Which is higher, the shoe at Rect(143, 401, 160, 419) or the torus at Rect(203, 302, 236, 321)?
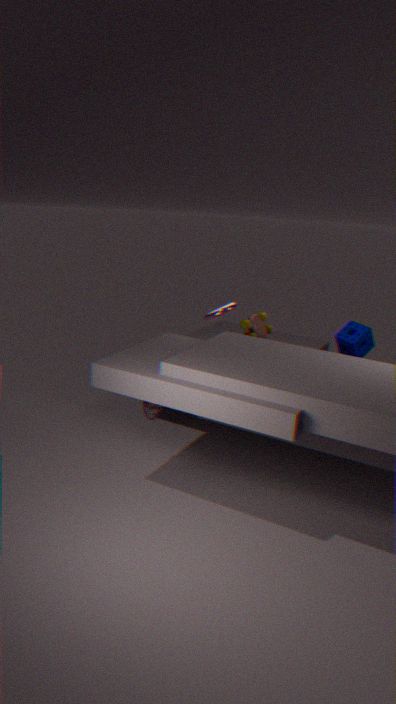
the torus at Rect(203, 302, 236, 321)
